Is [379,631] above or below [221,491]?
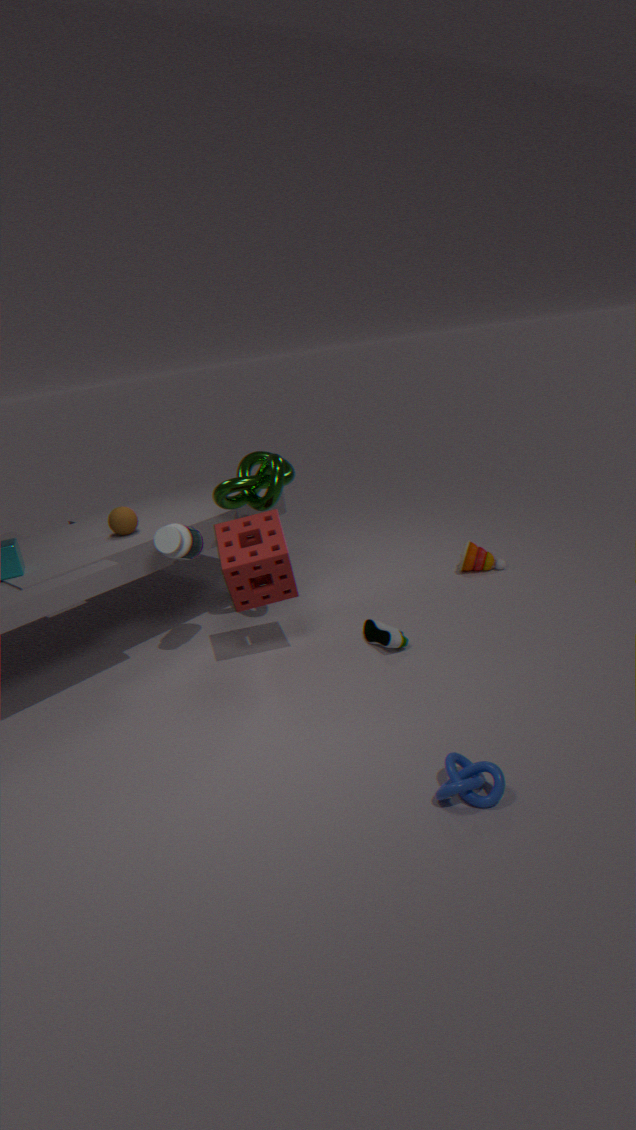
below
